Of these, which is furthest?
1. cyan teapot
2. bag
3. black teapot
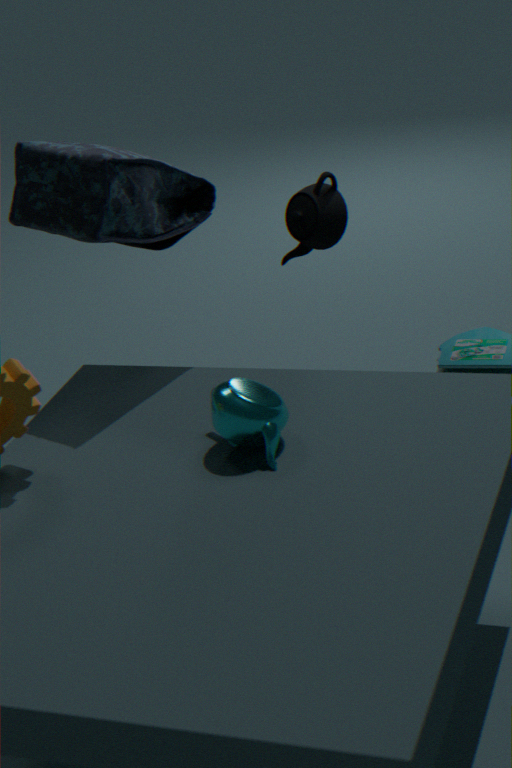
black teapot
